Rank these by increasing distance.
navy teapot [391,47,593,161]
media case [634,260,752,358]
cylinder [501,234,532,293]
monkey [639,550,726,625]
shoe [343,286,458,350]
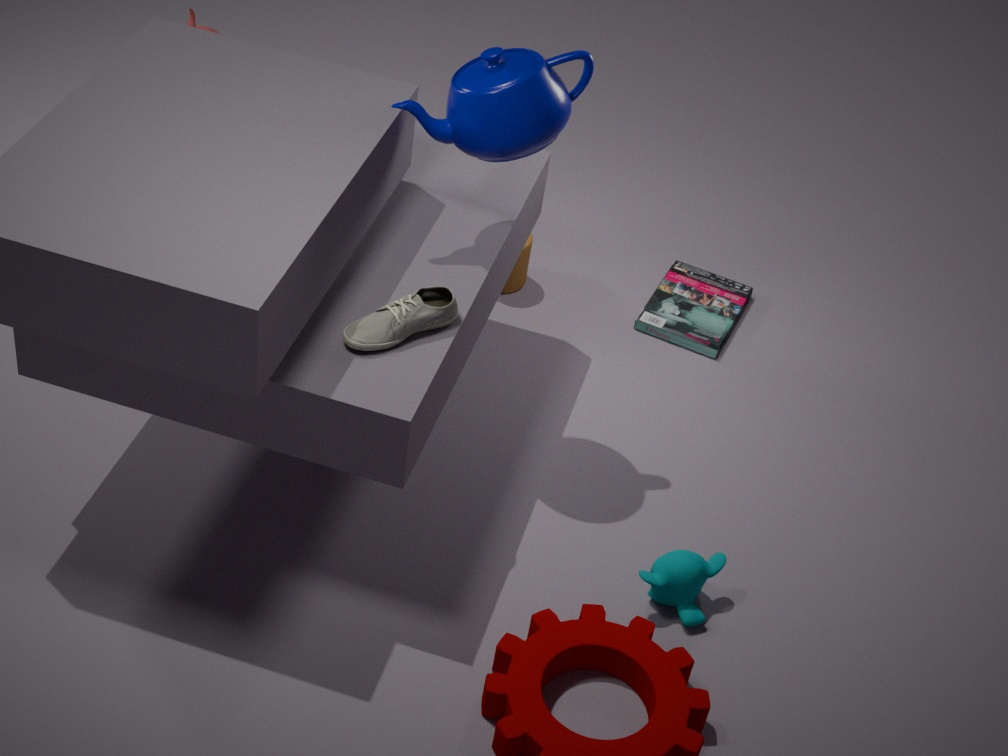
1. shoe [343,286,458,350]
2. navy teapot [391,47,593,161]
3. monkey [639,550,726,625]
4. media case [634,260,752,358]
5. cylinder [501,234,532,293]
